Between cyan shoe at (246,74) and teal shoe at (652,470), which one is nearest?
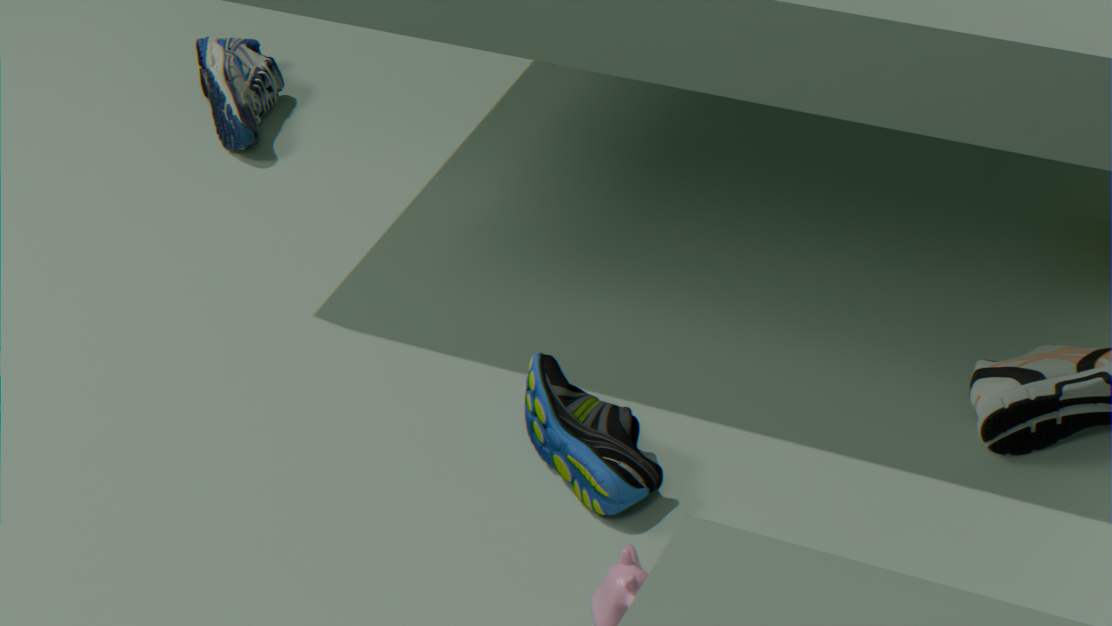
teal shoe at (652,470)
